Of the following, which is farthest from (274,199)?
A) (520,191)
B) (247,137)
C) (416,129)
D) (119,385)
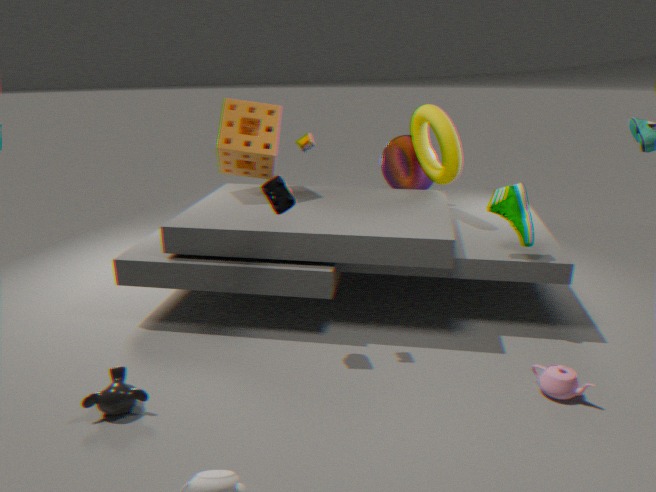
(416,129)
